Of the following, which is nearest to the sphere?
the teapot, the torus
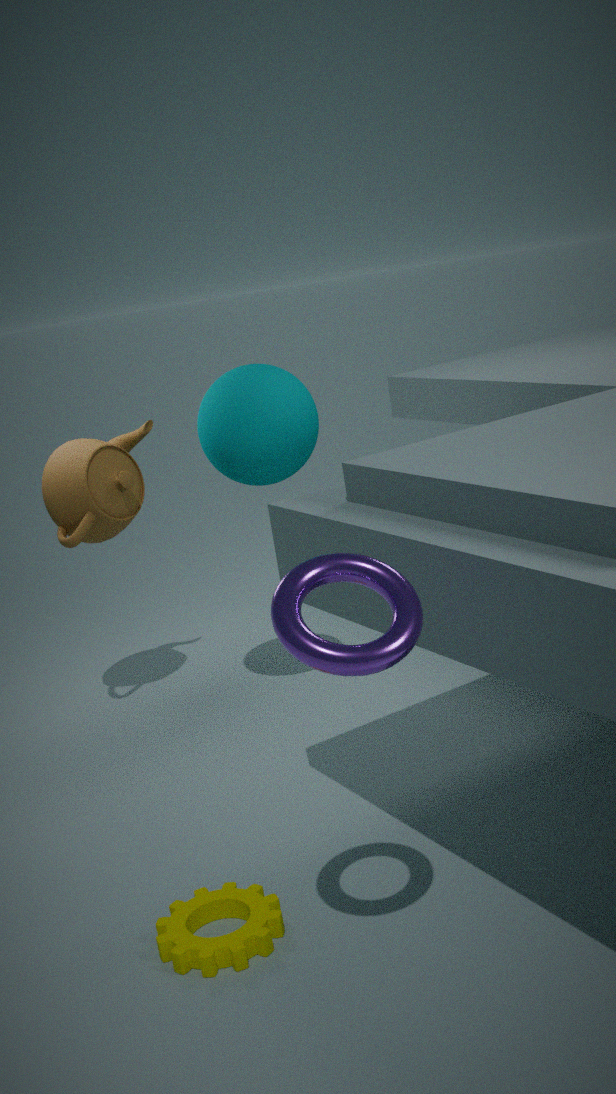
the teapot
